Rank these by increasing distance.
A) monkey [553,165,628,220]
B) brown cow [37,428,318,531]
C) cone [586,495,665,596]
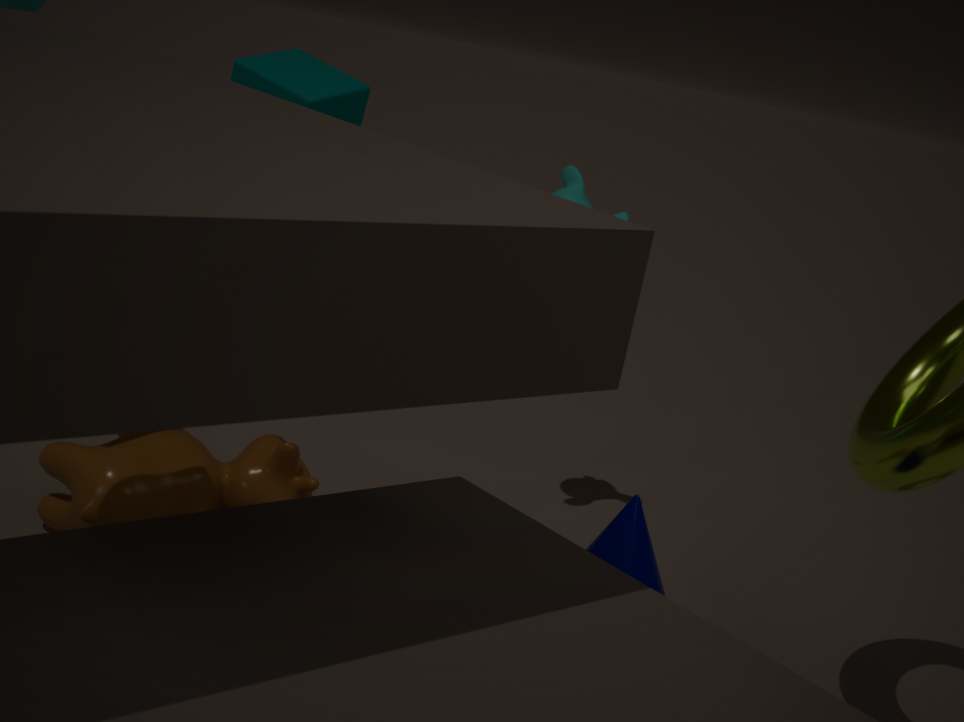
cone [586,495,665,596], brown cow [37,428,318,531], monkey [553,165,628,220]
